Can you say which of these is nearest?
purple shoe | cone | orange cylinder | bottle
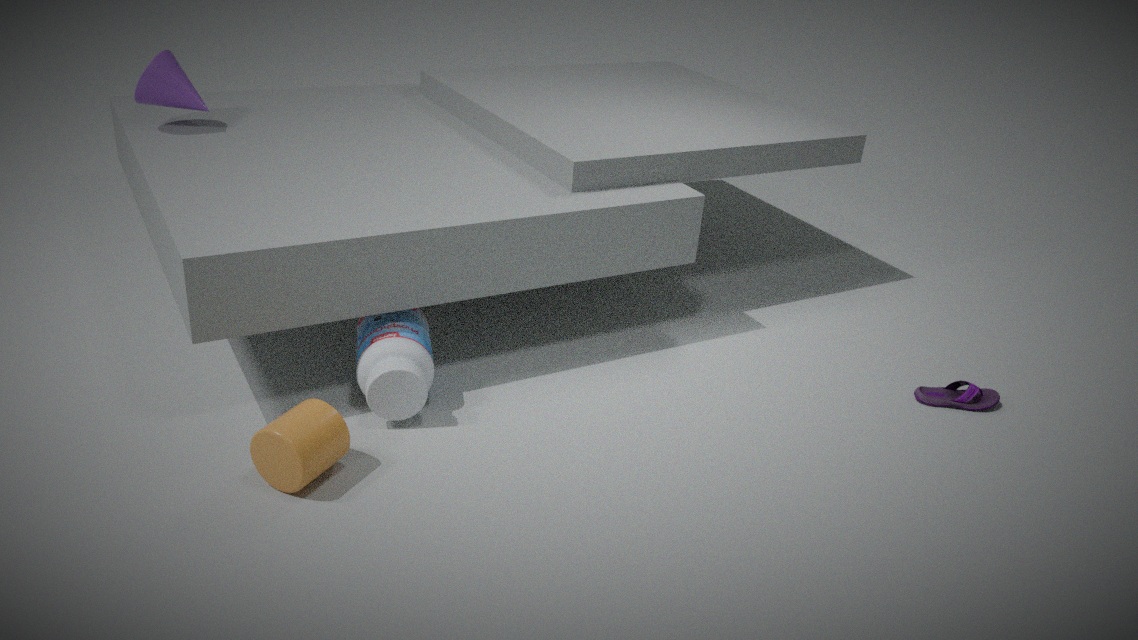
orange cylinder
